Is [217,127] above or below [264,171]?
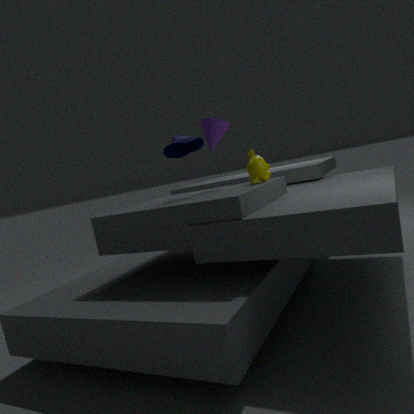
above
